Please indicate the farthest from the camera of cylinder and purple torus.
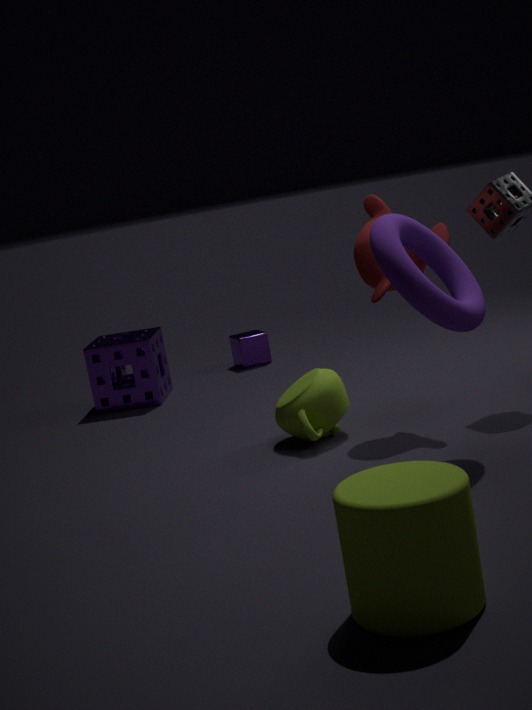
purple torus
